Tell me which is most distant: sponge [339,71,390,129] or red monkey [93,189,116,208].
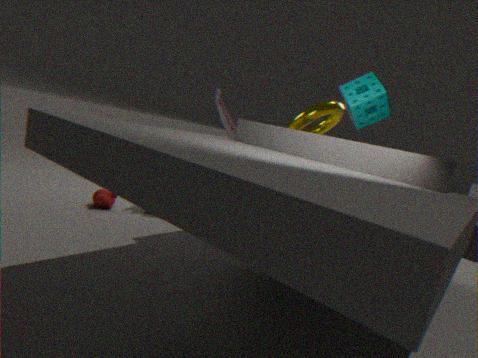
red monkey [93,189,116,208]
